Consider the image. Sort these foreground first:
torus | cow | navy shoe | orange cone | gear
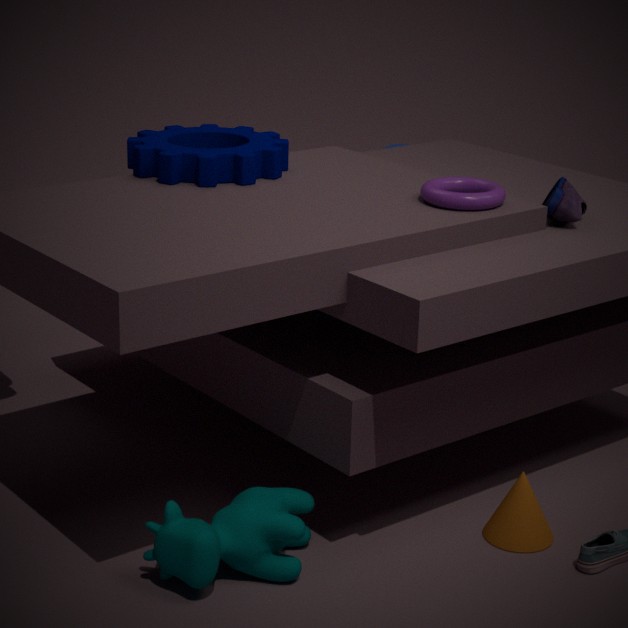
cow → orange cone → torus → navy shoe → gear
